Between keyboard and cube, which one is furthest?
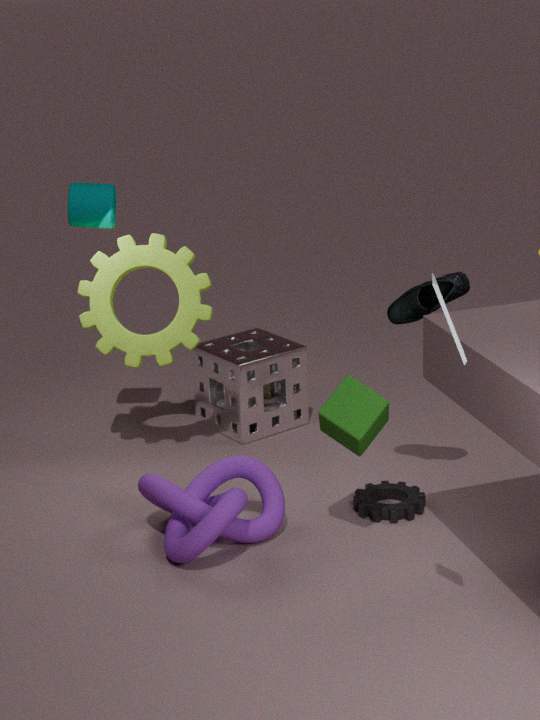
cube
